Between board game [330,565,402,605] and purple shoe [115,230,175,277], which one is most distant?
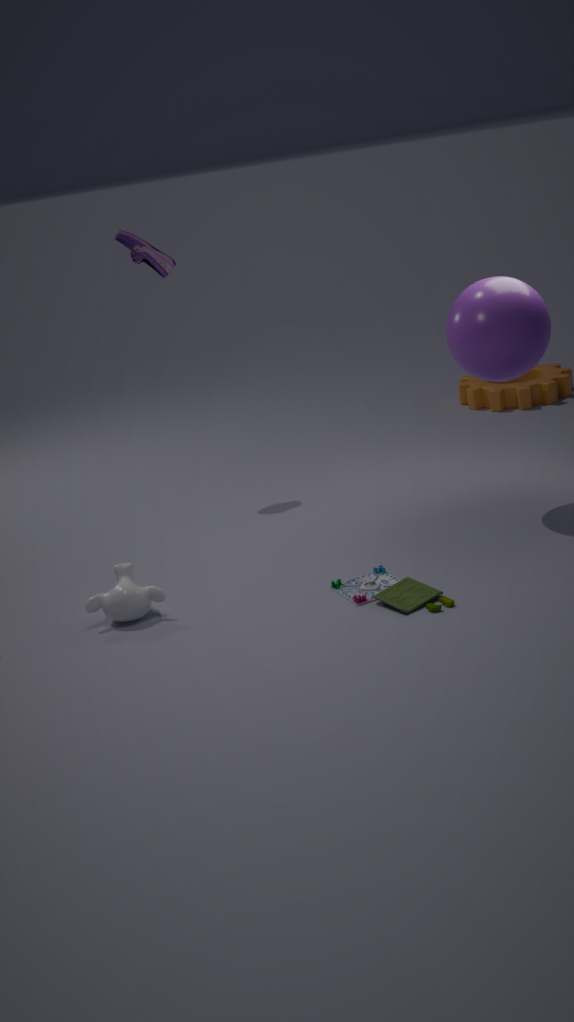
purple shoe [115,230,175,277]
